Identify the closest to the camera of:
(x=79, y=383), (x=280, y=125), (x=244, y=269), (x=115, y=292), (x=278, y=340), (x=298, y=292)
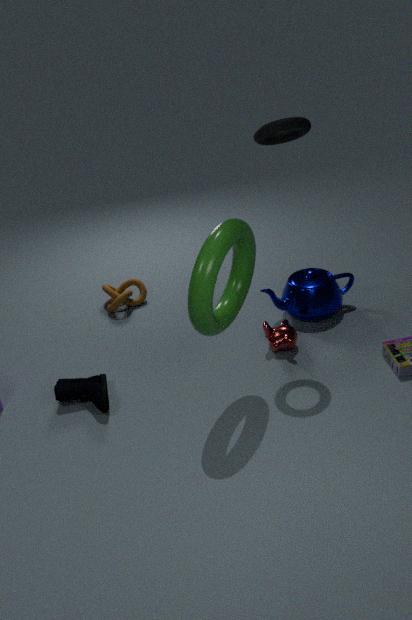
(x=280, y=125)
